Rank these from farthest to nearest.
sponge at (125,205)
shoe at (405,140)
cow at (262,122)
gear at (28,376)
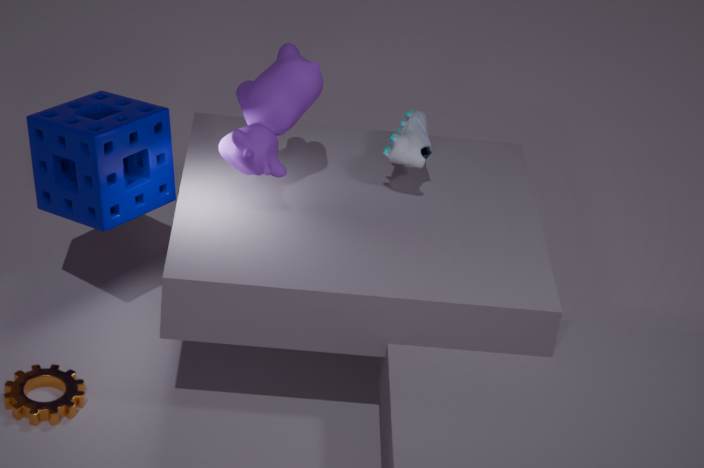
shoe at (405,140)
sponge at (125,205)
gear at (28,376)
cow at (262,122)
